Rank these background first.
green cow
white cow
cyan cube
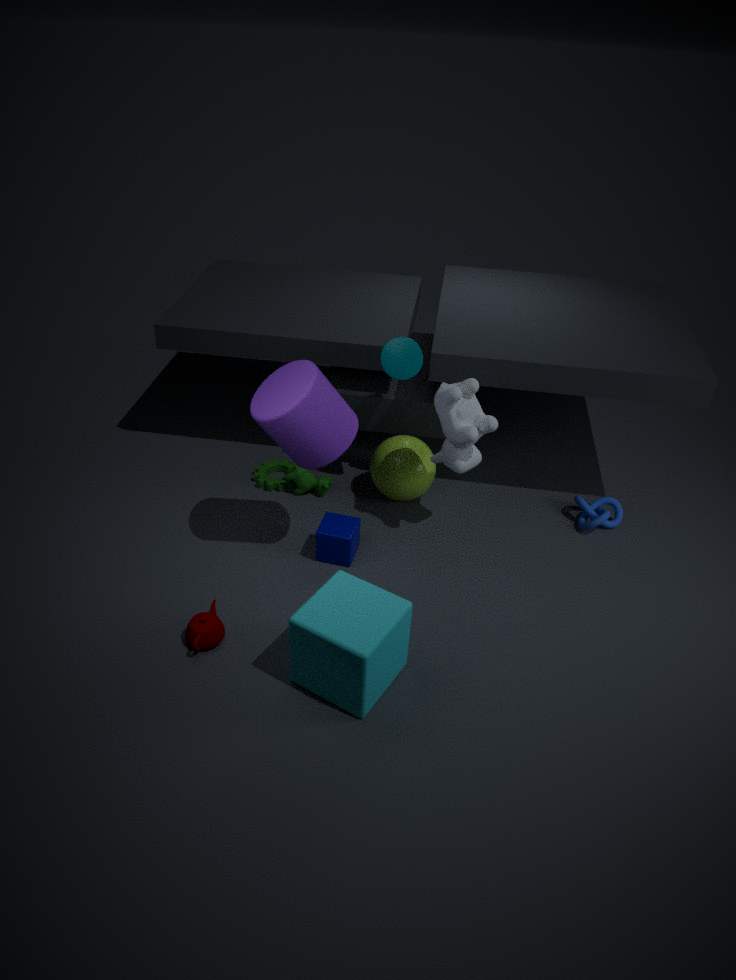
green cow, white cow, cyan cube
